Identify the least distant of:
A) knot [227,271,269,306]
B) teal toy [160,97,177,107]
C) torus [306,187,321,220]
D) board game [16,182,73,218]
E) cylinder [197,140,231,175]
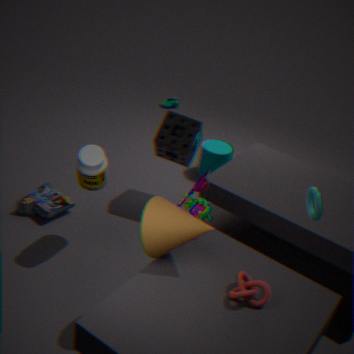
knot [227,271,269,306]
